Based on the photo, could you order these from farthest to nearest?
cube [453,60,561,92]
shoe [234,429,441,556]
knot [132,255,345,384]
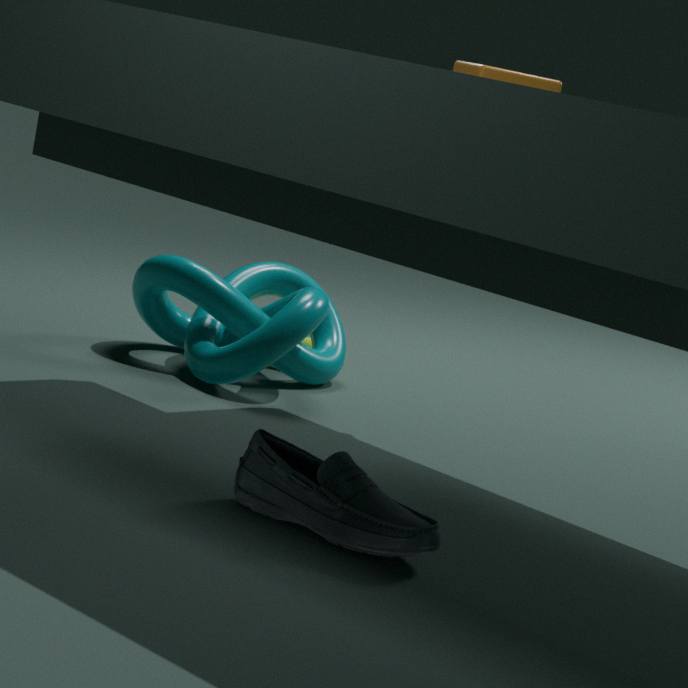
1. knot [132,255,345,384]
2. cube [453,60,561,92]
3. shoe [234,429,441,556]
